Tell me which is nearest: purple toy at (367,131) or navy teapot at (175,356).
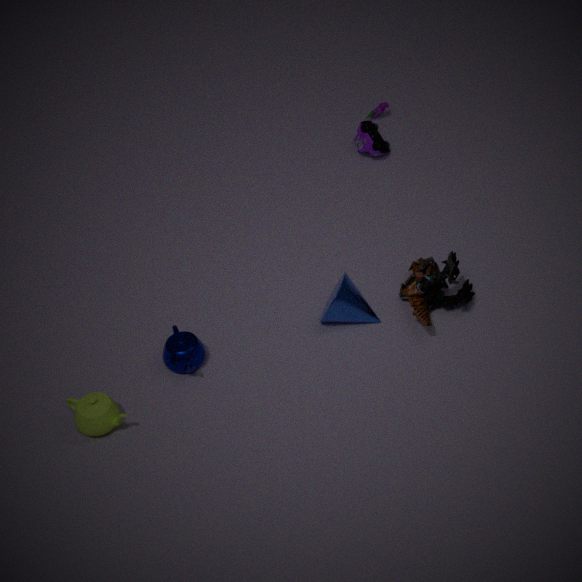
navy teapot at (175,356)
